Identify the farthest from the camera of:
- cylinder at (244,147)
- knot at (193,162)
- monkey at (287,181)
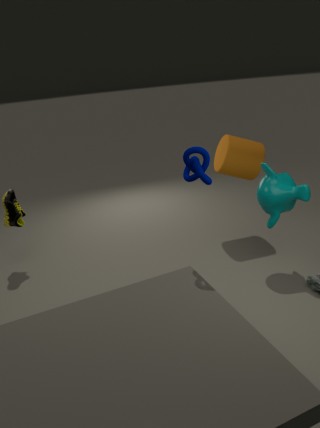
cylinder at (244,147)
